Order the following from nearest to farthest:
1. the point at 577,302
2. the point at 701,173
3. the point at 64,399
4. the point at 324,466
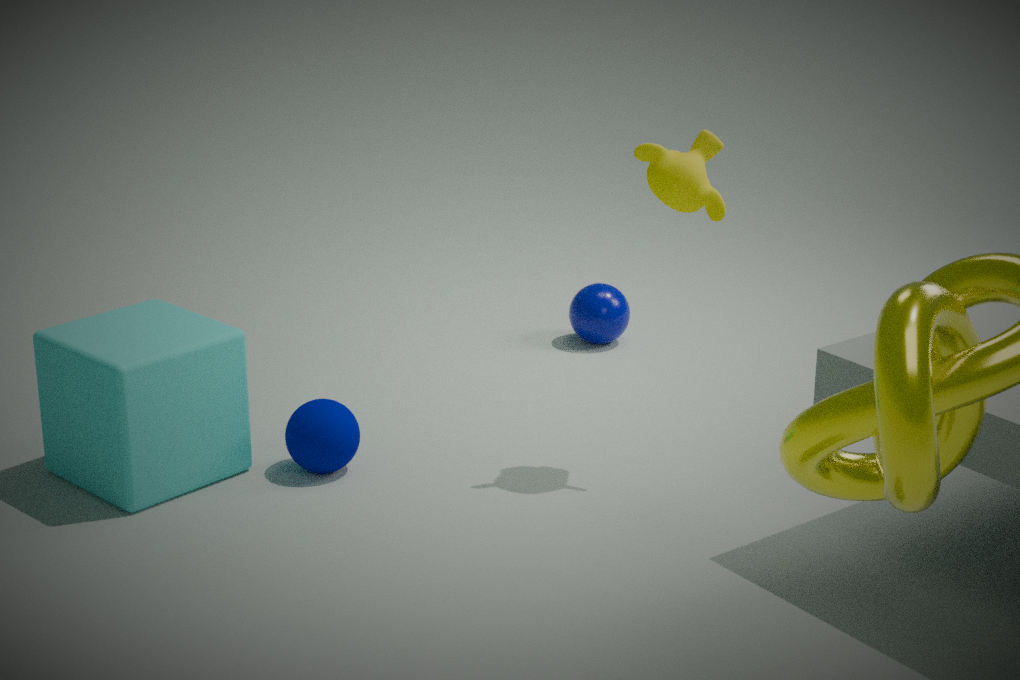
the point at 701,173 < the point at 64,399 < the point at 324,466 < the point at 577,302
